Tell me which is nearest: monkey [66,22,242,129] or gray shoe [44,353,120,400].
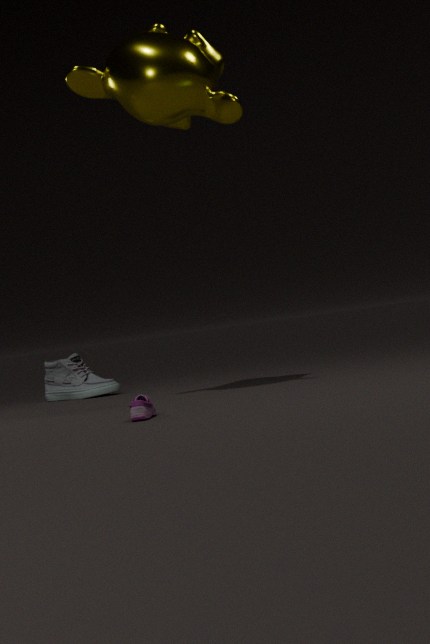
monkey [66,22,242,129]
